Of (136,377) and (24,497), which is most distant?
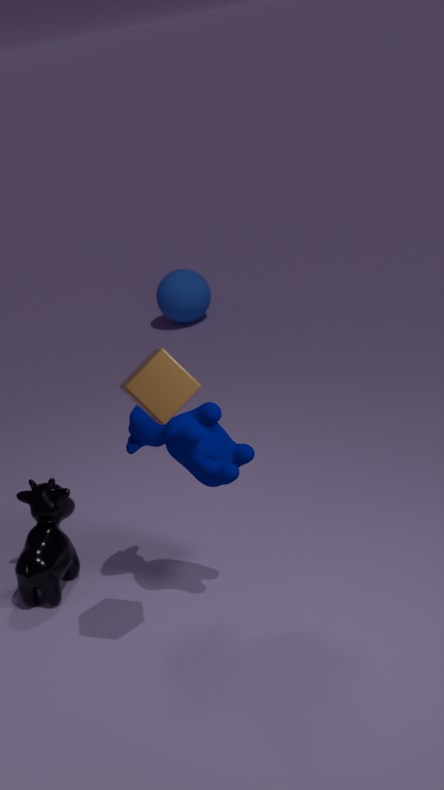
(24,497)
